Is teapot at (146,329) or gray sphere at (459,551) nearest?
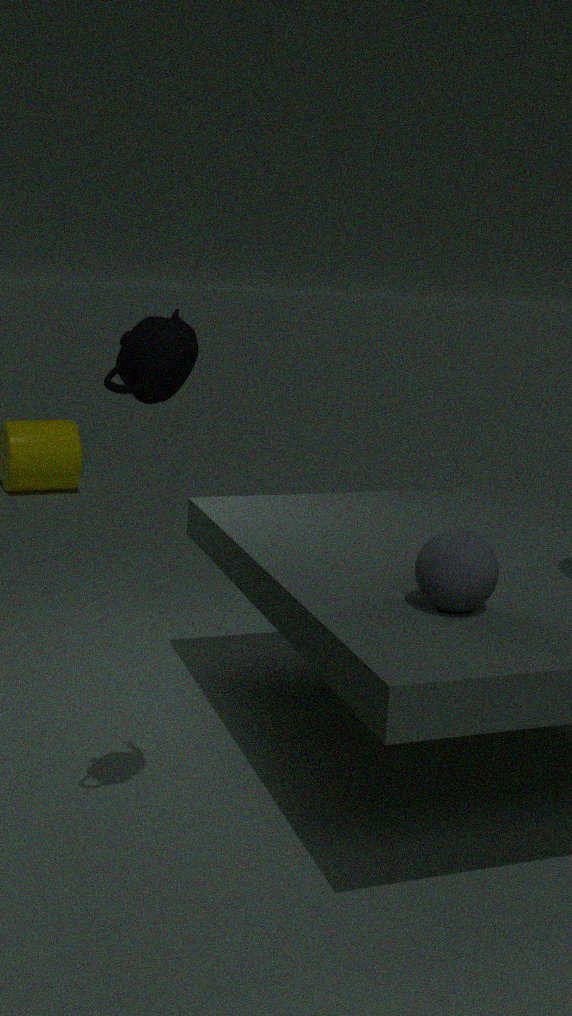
teapot at (146,329)
